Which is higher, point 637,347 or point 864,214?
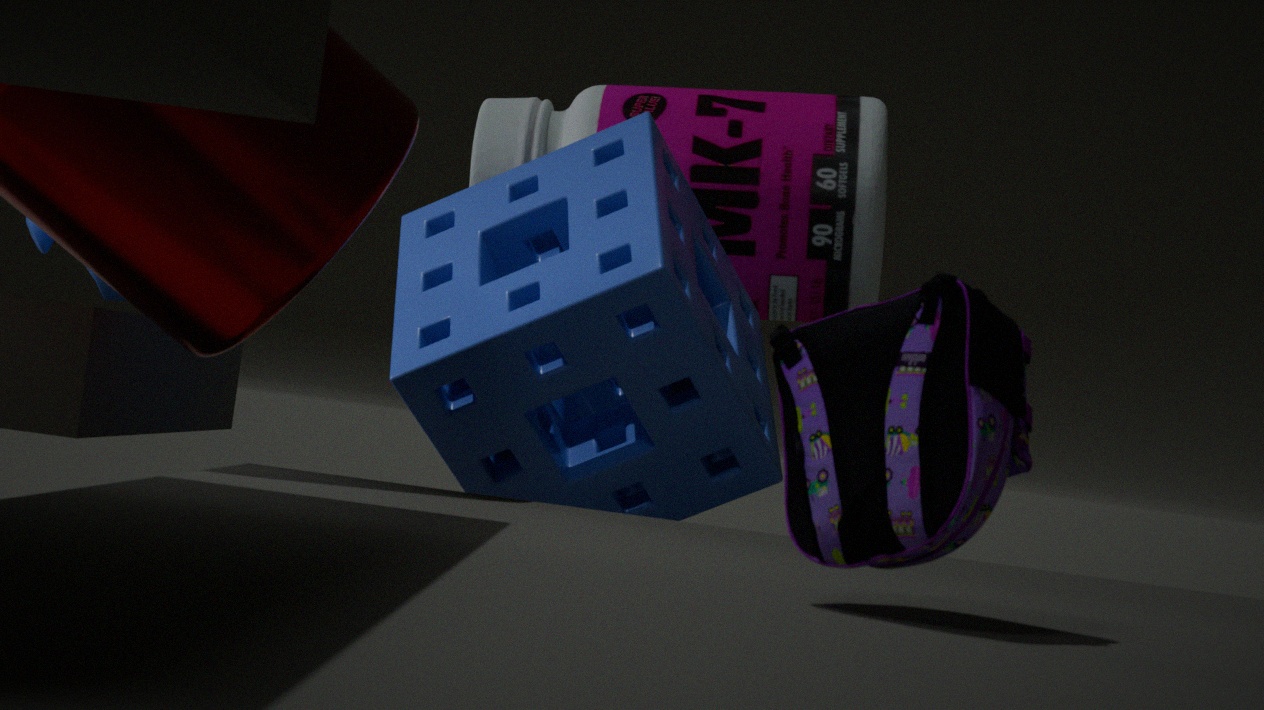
point 864,214
